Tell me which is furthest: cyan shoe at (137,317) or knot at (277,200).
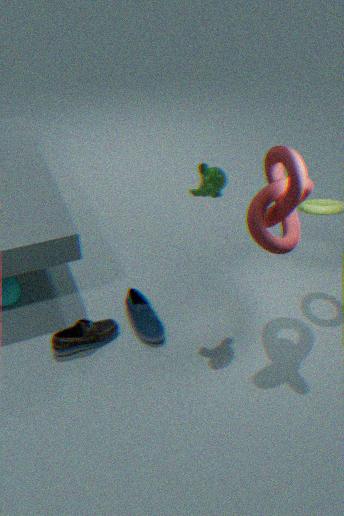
cyan shoe at (137,317)
